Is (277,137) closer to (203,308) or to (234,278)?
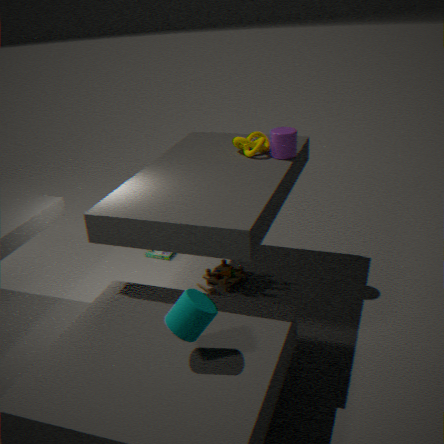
(234,278)
